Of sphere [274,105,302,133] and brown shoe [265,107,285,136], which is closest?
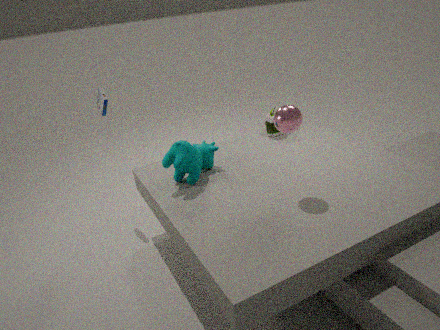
sphere [274,105,302,133]
